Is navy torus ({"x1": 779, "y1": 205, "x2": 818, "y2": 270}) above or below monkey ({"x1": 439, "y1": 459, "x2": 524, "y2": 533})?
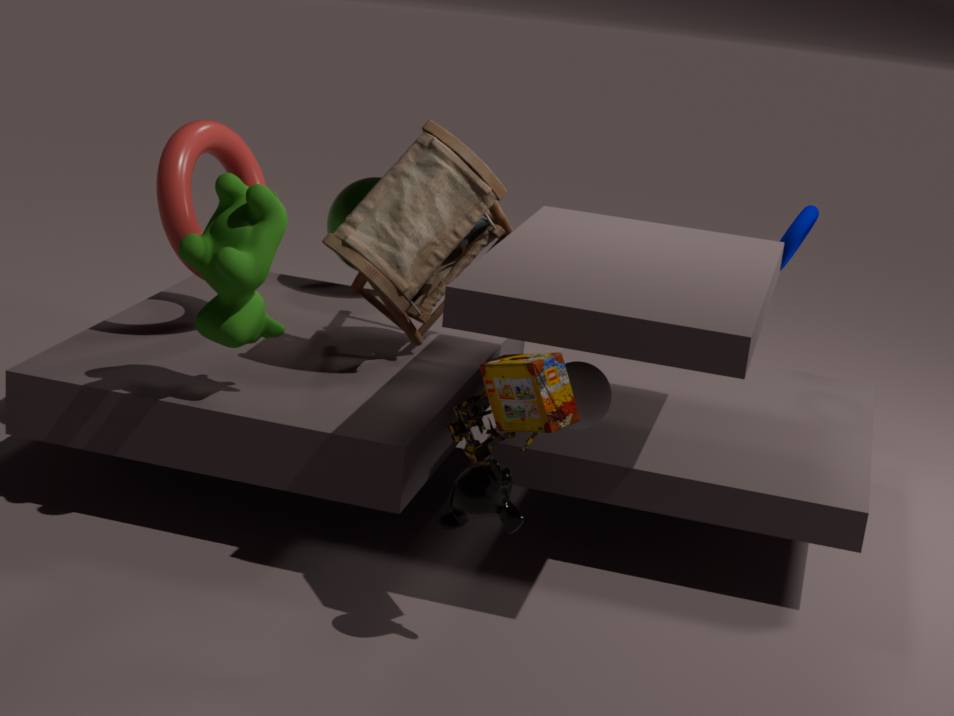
above
